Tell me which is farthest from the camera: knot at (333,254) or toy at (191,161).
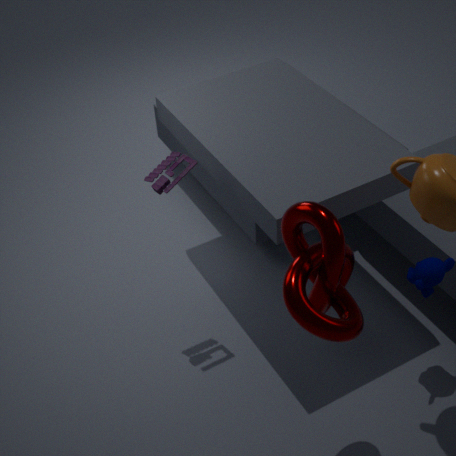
toy at (191,161)
